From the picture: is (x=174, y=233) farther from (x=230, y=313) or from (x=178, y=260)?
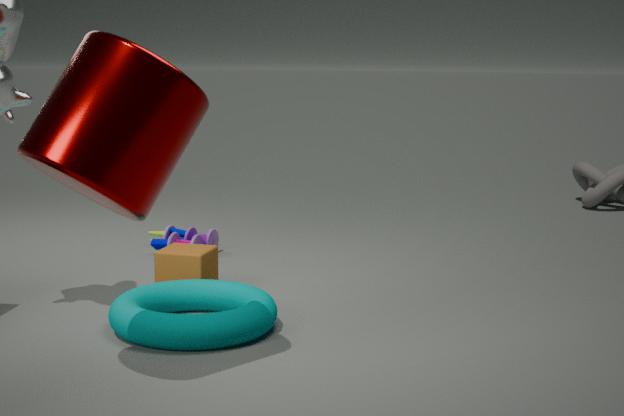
(x=230, y=313)
